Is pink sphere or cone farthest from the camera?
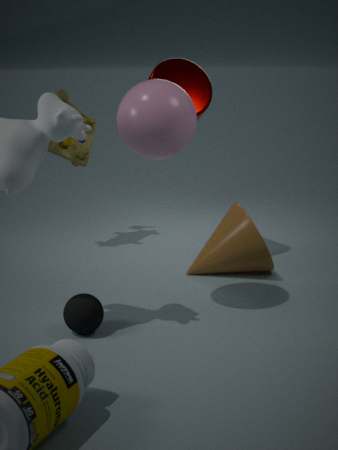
cone
